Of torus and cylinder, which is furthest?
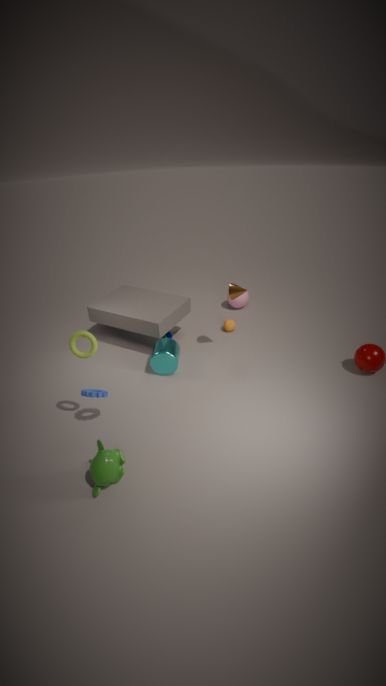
cylinder
